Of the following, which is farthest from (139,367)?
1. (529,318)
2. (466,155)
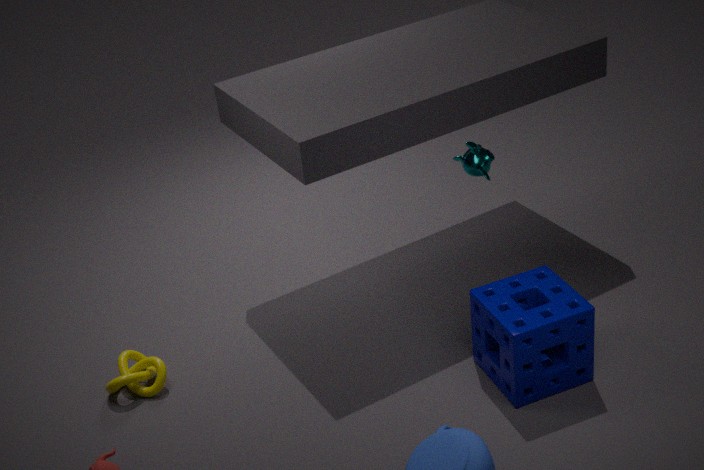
(466,155)
